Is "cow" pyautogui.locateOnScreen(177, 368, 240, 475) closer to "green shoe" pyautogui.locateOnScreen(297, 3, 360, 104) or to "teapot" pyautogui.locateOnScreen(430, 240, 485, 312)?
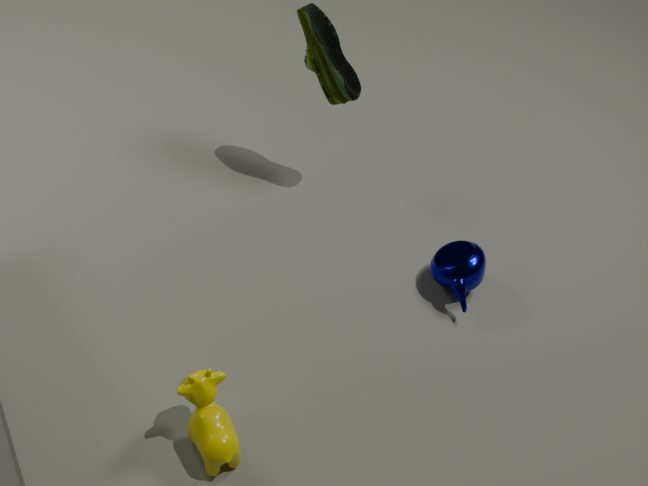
"teapot" pyautogui.locateOnScreen(430, 240, 485, 312)
